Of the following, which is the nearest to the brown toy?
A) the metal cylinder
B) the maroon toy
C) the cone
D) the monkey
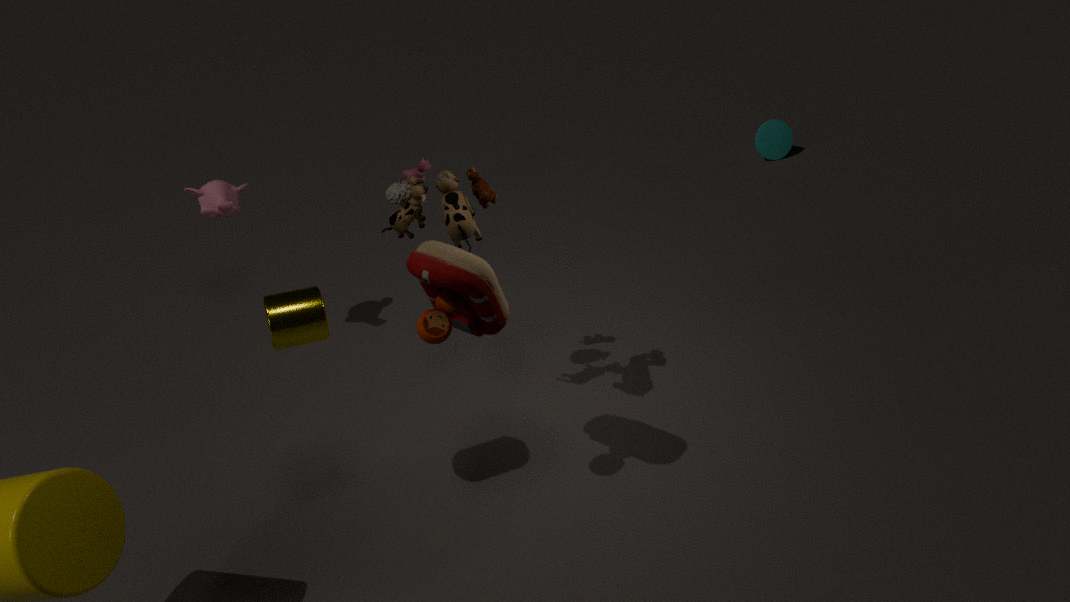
the maroon toy
